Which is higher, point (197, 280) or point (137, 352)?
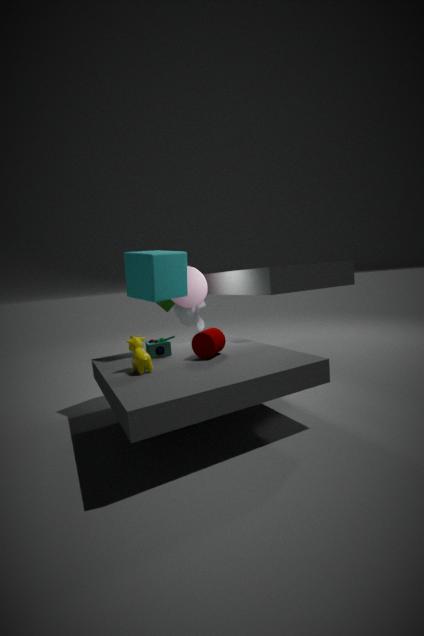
point (197, 280)
